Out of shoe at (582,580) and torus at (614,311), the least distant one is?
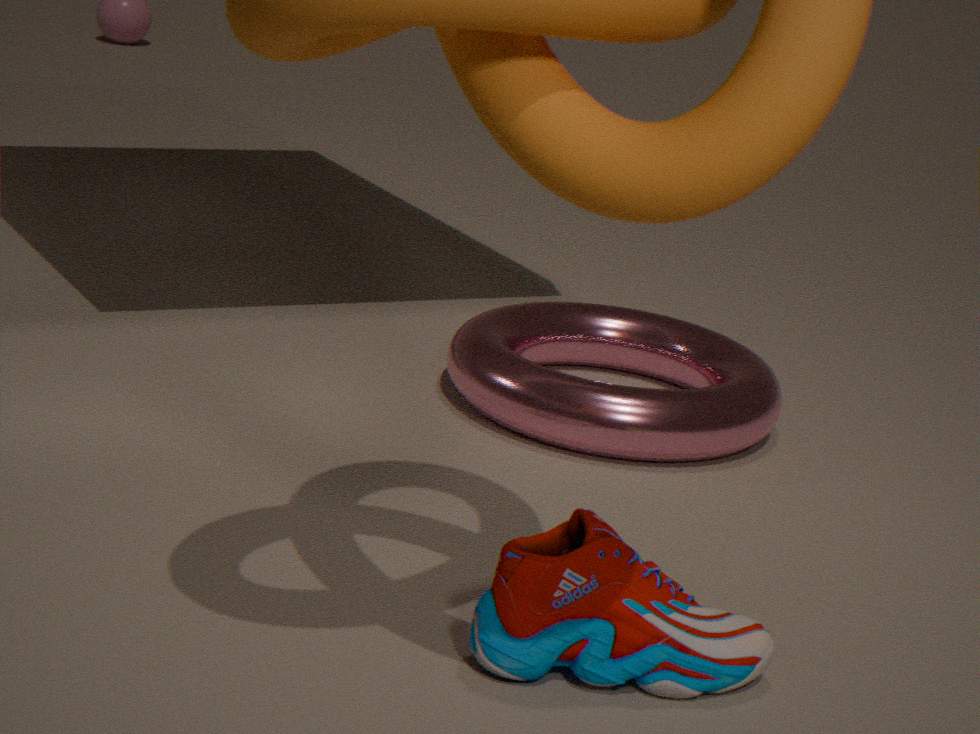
shoe at (582,580)
